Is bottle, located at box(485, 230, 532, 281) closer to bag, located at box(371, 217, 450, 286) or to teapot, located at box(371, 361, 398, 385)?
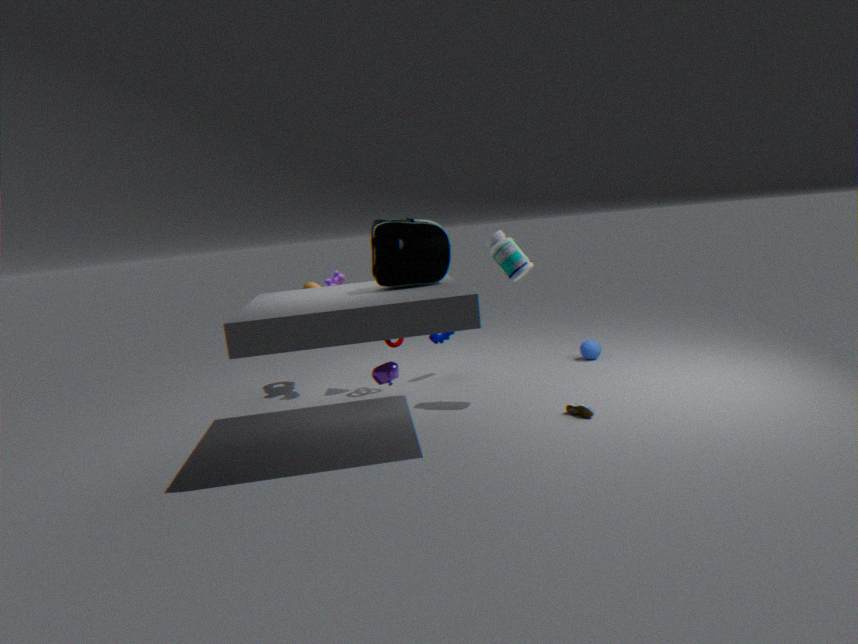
bag, located at box(371, 217, 450, 286)
